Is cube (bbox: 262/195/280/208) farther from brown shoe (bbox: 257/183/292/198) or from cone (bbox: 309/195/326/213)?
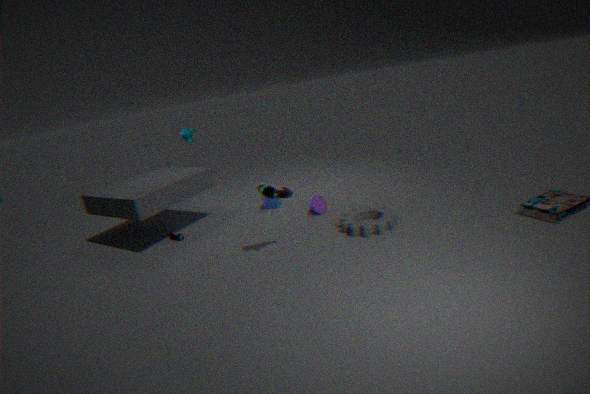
brown shoe (bbox: 257/183/292/198)
